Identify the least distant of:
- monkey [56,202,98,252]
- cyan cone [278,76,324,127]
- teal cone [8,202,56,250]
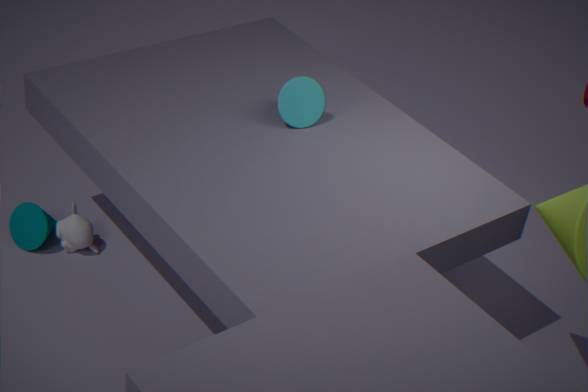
cyan cone [278,76,324,127]
